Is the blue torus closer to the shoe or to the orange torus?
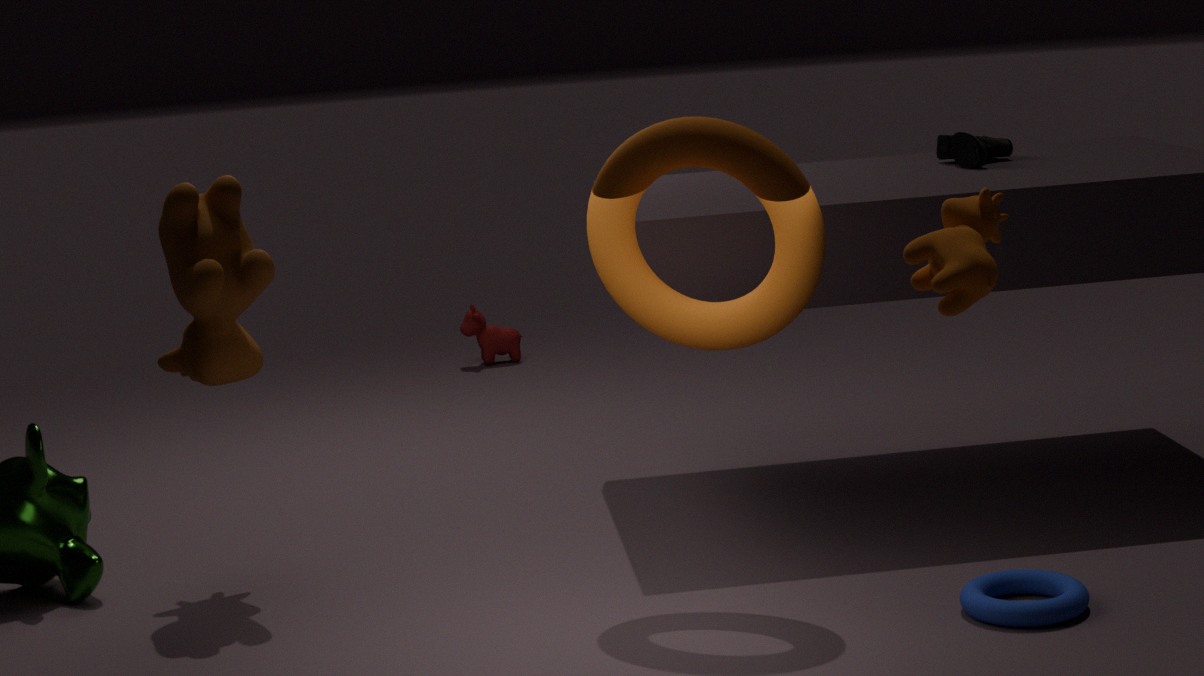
the orange torus
